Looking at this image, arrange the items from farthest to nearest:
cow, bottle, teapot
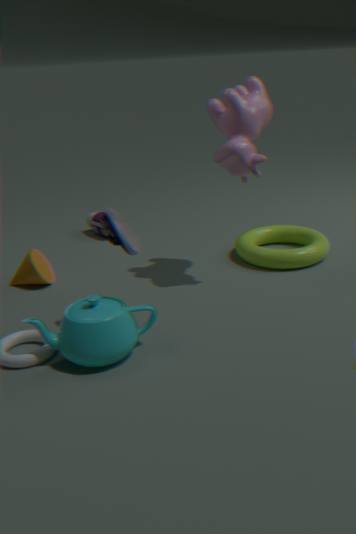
bottle, cow, teapot
